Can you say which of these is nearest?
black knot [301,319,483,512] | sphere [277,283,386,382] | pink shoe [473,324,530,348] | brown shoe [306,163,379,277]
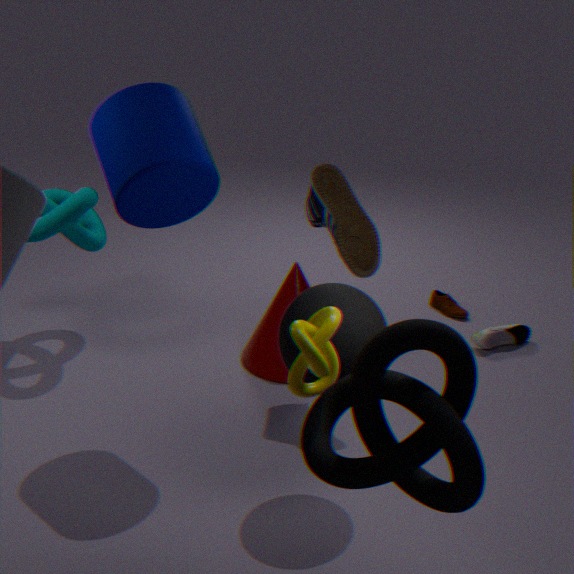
black knot [301,319,483,512]
